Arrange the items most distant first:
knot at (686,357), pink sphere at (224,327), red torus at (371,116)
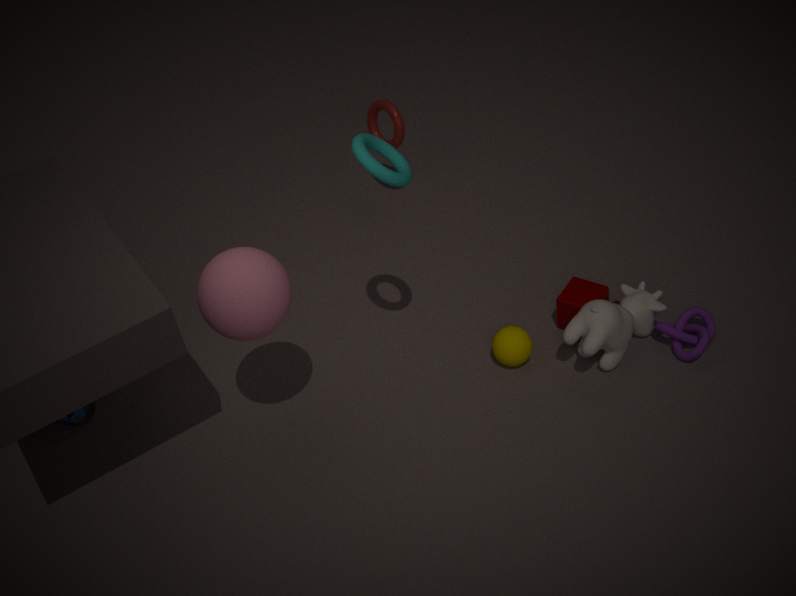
1. red torus at (371,116)
2. knot at (686,357)
3. pink sphere at (224,327)
